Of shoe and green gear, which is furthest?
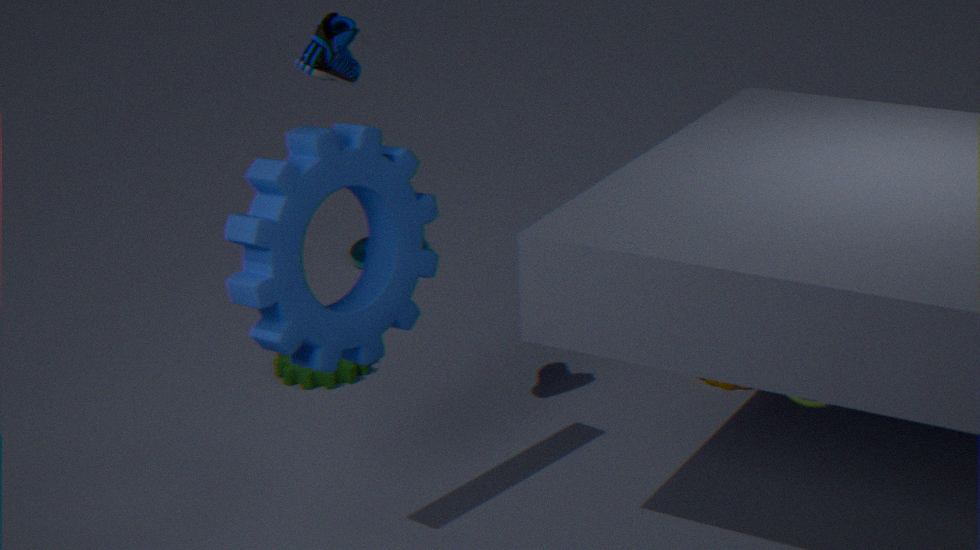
green gear
